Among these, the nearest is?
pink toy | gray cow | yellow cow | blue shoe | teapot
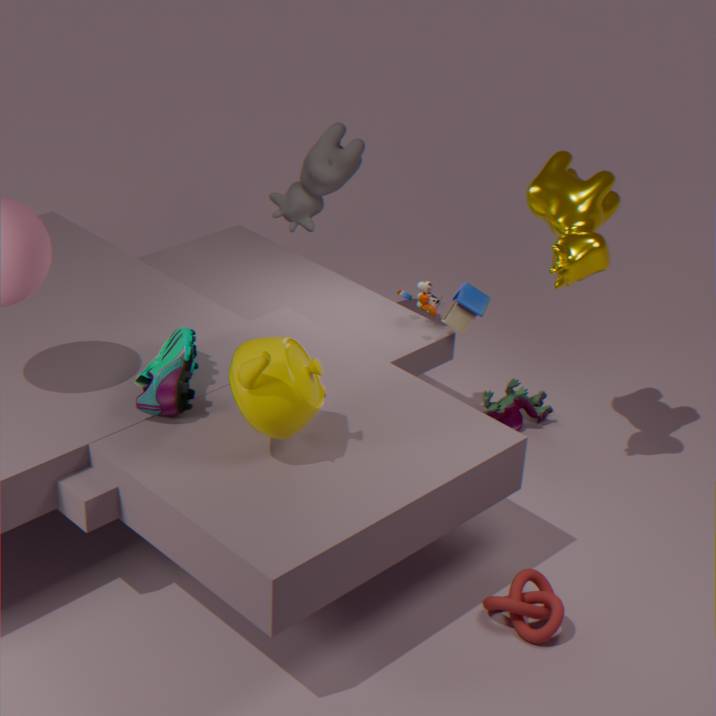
teapot
